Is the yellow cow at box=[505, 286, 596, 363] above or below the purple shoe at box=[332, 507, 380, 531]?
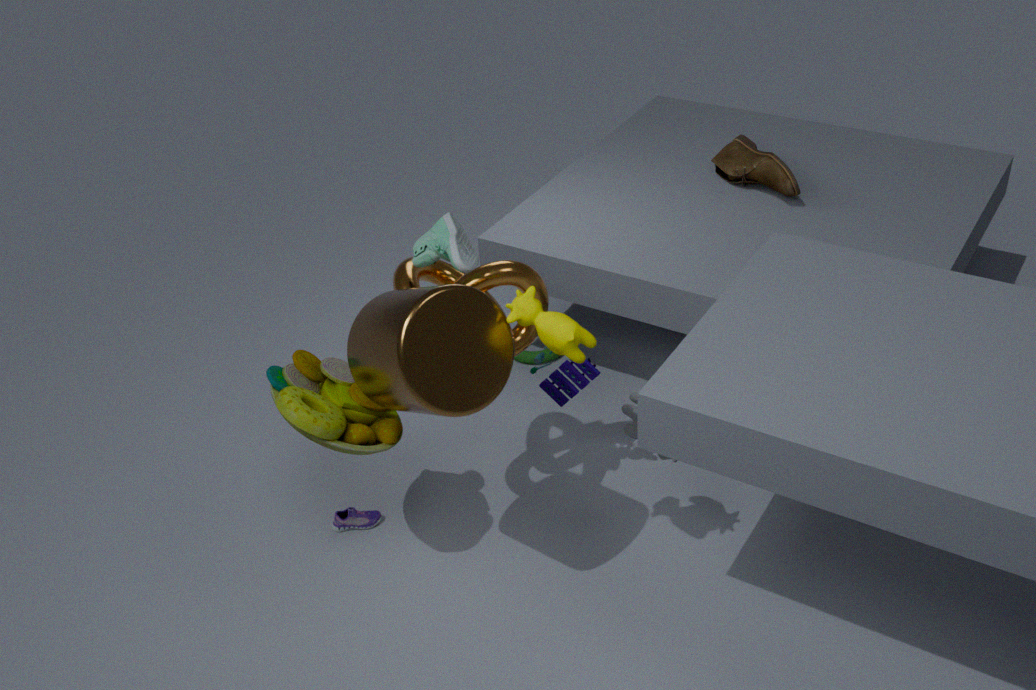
above
